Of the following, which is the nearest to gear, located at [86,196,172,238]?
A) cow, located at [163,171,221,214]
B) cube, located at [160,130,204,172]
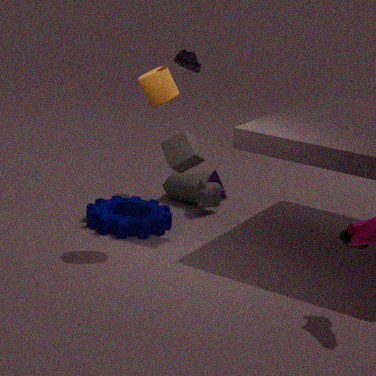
cow, located at [163,171,221,214]
